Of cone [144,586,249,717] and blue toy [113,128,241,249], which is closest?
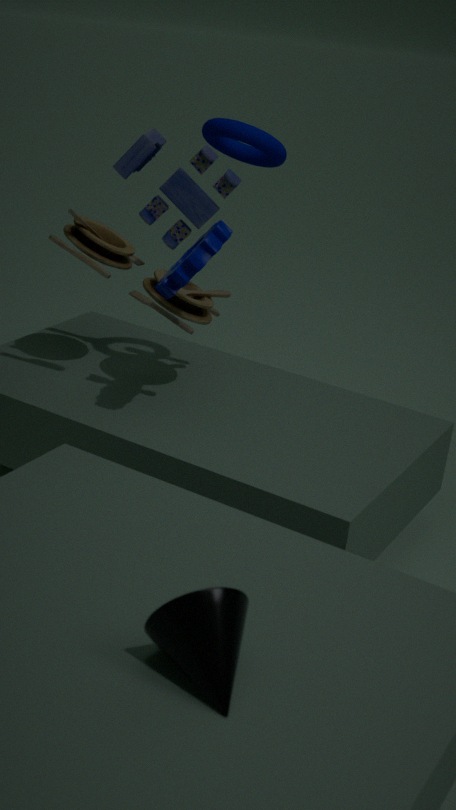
cone [144,586,249,717]
